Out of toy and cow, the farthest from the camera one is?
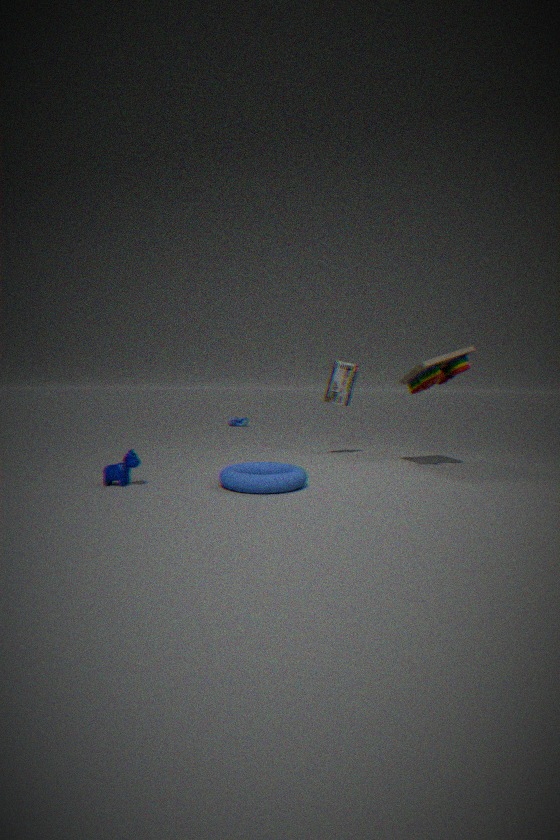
toy
